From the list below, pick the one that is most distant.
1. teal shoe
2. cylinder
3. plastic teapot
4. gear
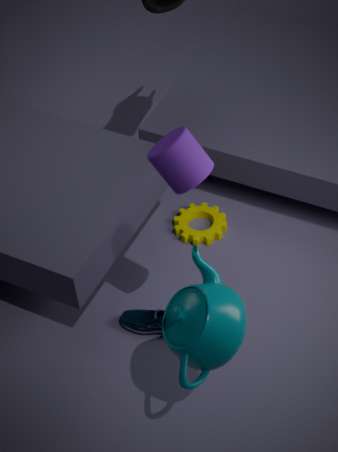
gear
